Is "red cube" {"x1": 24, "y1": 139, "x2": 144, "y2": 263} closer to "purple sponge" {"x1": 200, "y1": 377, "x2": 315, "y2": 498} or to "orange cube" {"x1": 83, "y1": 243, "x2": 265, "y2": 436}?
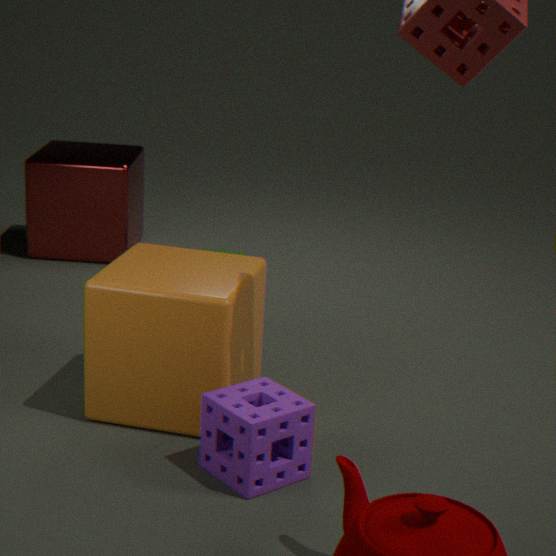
"orange cube" {"x1": 83, "y1": 243, "x2": 265, "y2": 436}
